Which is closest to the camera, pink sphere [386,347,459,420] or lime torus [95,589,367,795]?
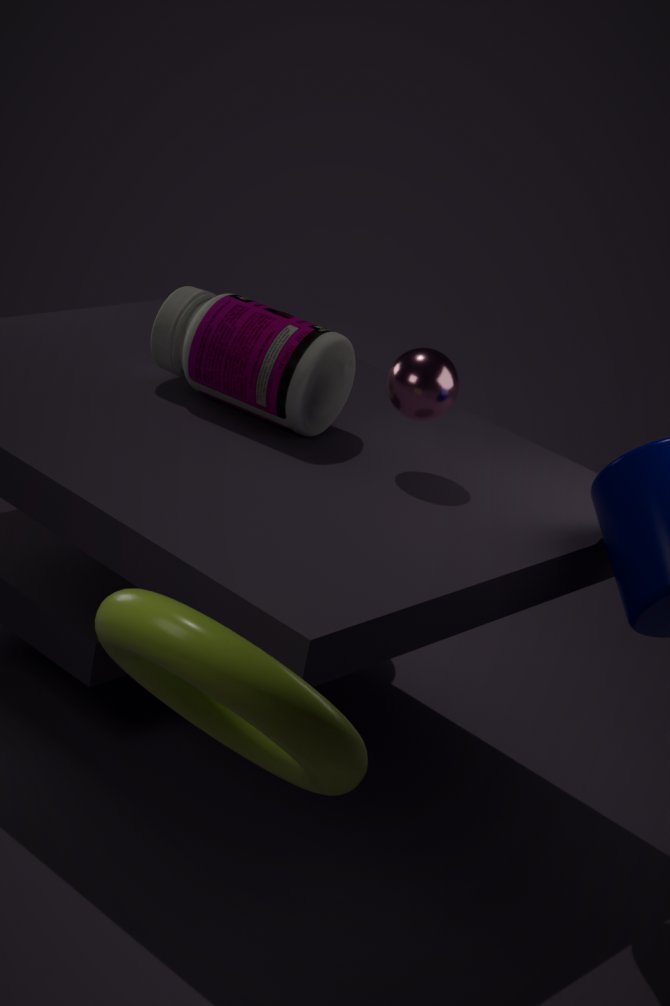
lime torus [95,589,367,795]
